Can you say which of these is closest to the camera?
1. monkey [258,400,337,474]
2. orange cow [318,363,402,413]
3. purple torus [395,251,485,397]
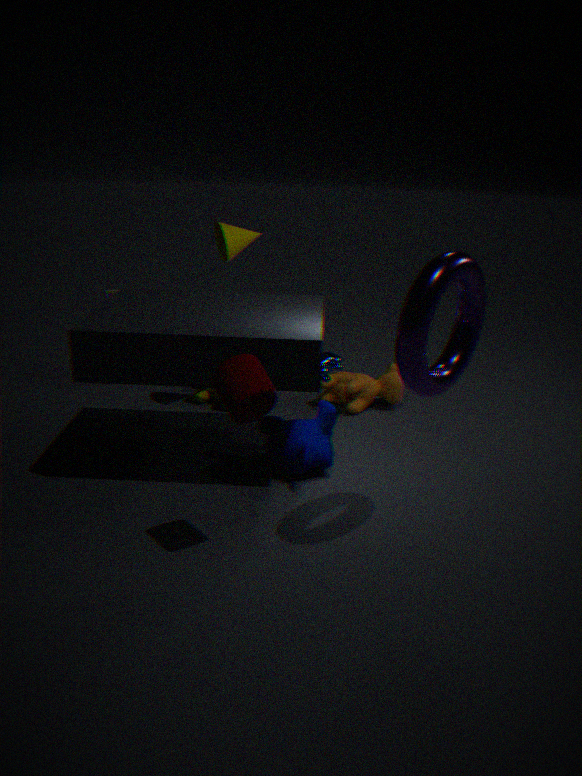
purple torus [395,251,485,397]
